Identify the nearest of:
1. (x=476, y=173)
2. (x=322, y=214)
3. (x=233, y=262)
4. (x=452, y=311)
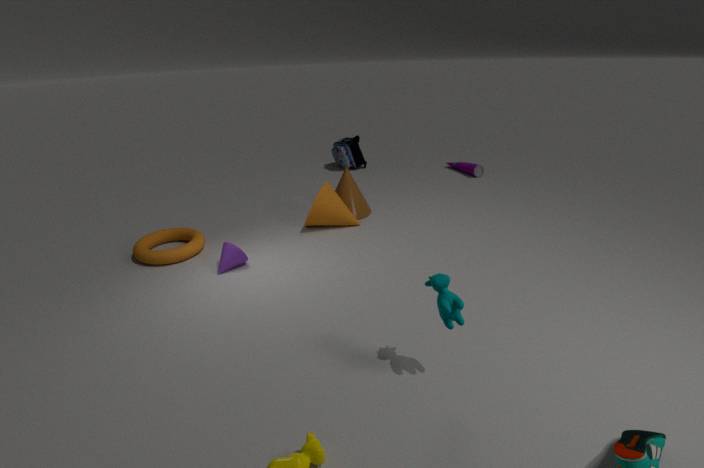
(x=452, y=311)
